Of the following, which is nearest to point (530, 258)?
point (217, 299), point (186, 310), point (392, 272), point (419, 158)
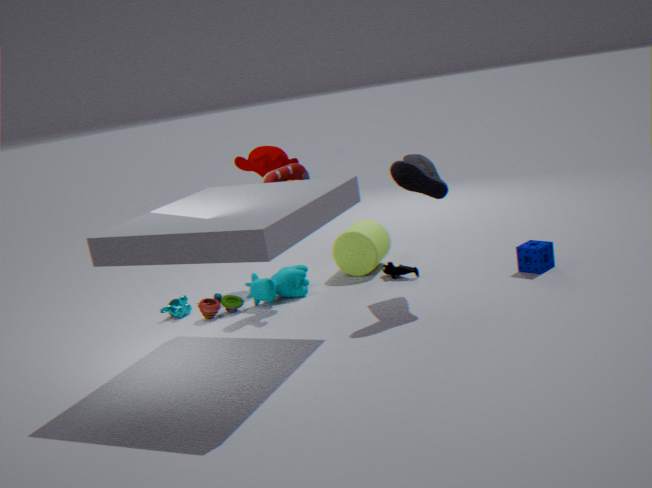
point (392, 272)
